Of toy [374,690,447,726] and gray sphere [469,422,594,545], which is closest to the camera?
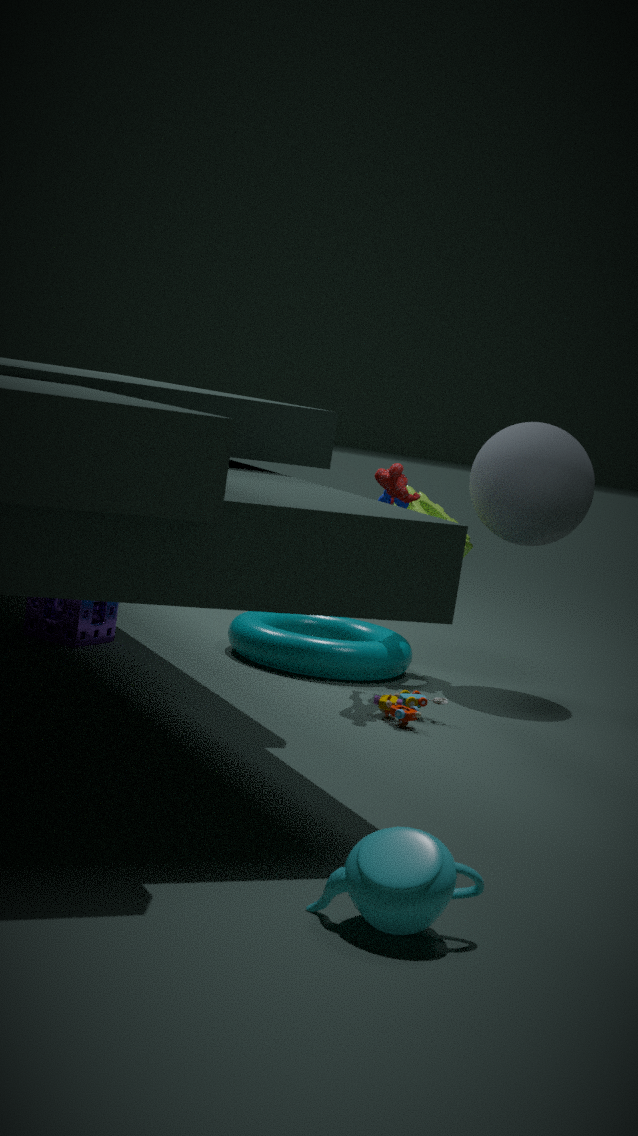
toy [374,690,447,726]
